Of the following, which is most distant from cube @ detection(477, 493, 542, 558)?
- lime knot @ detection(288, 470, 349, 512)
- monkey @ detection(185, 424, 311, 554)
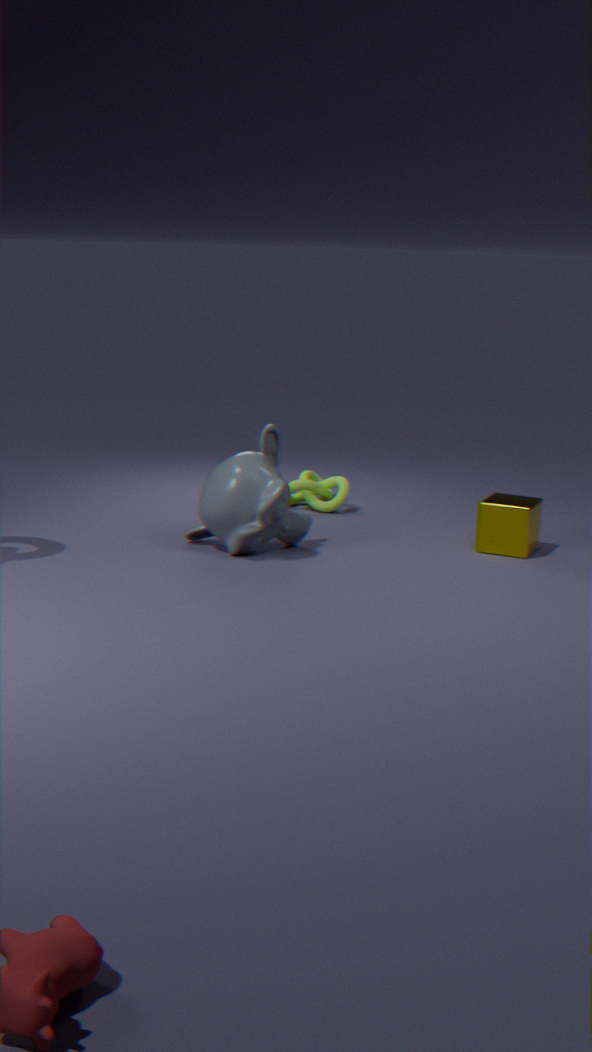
lime knot @ detection(288, 470, 349, 512)
